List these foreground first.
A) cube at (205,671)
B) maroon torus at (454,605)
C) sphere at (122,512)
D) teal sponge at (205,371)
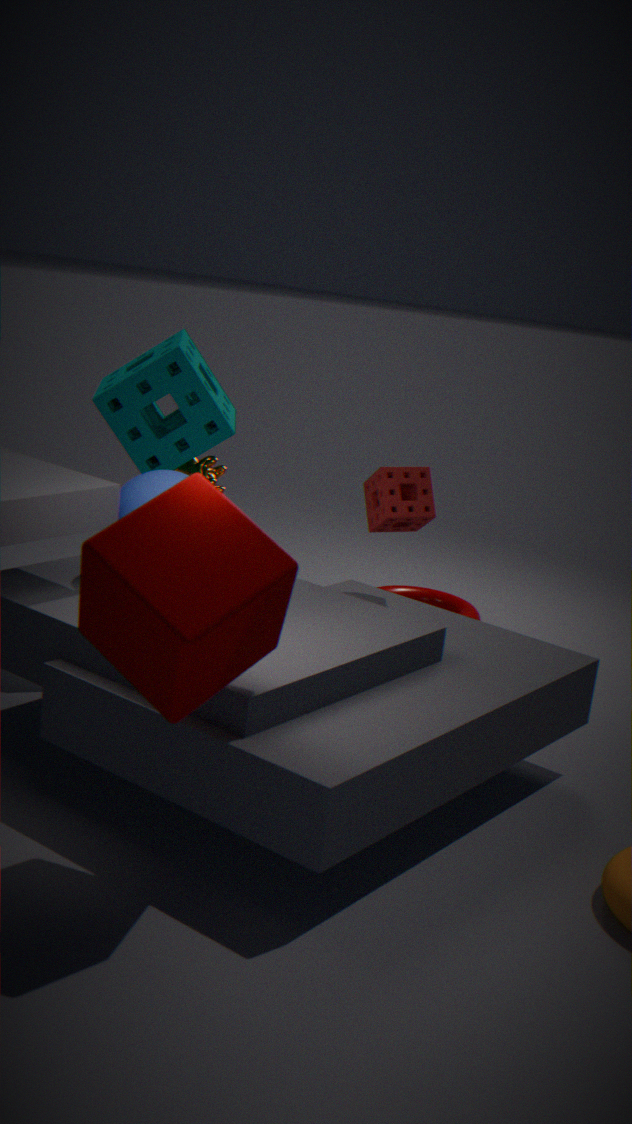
cube at (205,671)
sphere at (122,512)
teal sponge at (205,371)
maroon torus at (454,605)
